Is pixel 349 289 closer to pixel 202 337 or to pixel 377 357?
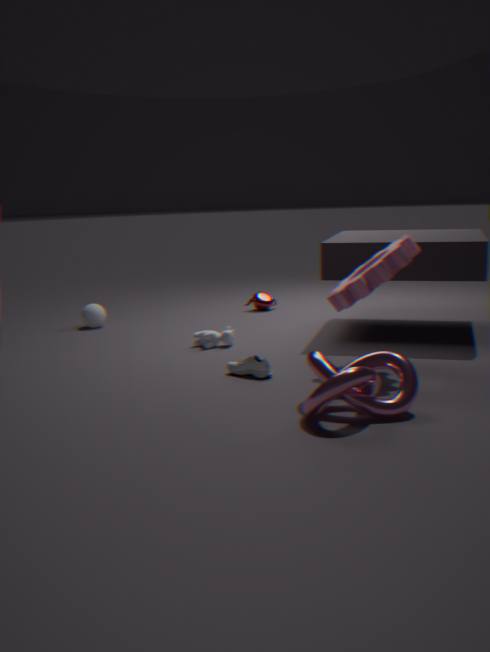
pixel 377 357
